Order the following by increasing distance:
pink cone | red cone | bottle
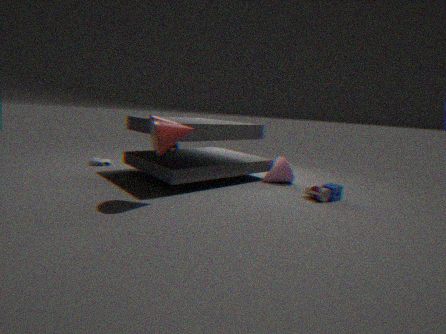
red cone < bottle < pink cone
